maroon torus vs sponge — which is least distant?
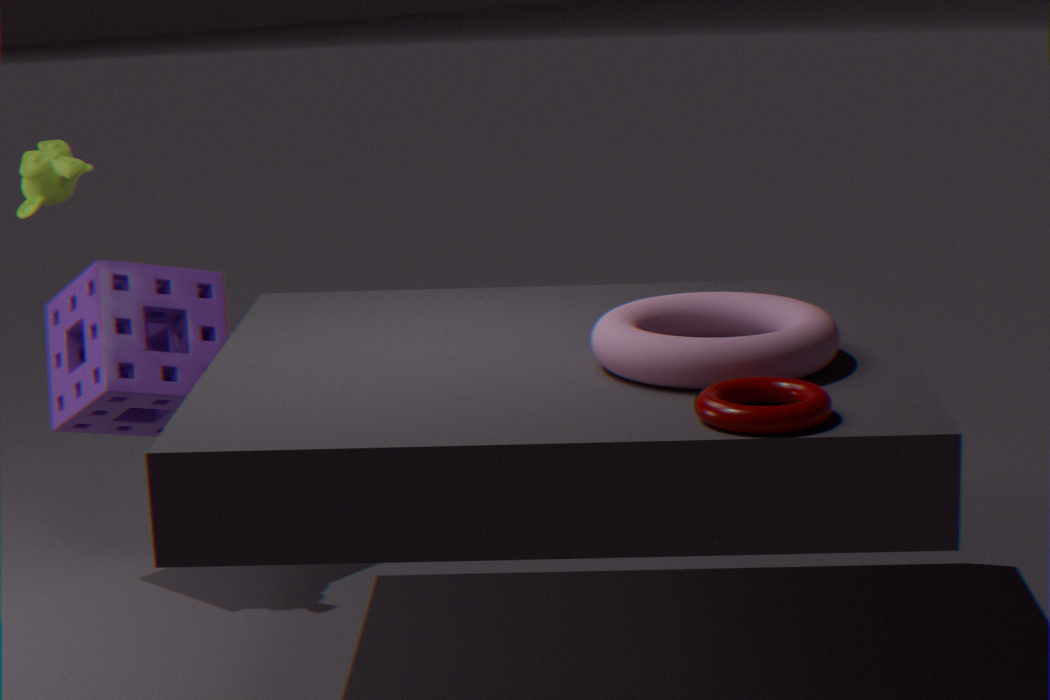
maroon torus
